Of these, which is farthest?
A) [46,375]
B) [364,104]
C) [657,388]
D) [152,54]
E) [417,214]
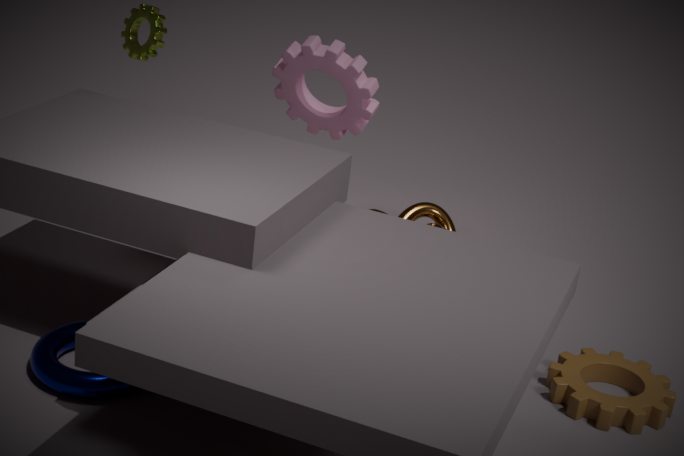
[417,214]
